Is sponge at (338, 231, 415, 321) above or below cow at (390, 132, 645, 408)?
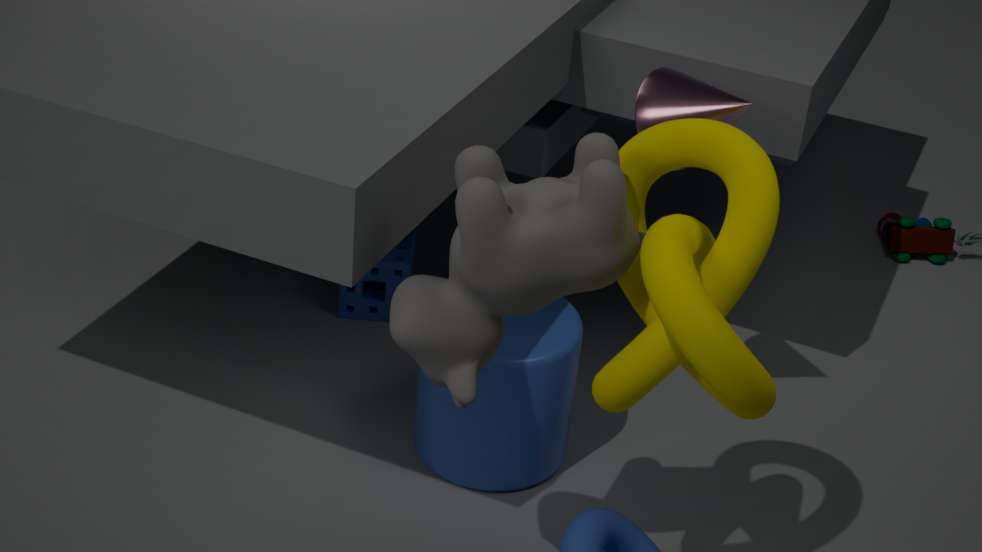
below
